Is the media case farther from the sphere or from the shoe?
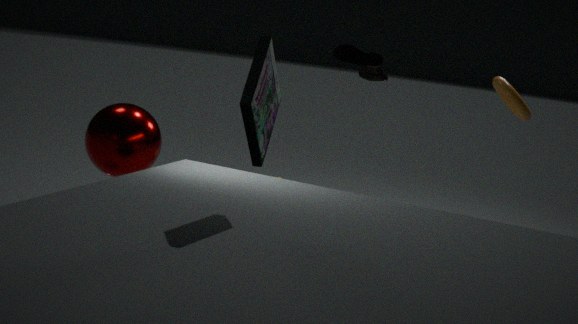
the sphere
